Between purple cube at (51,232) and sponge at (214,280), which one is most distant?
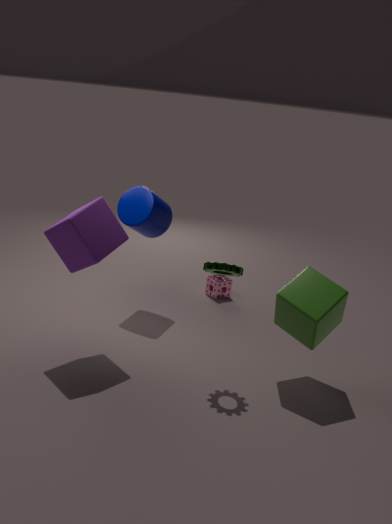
sponge at (214,280)
